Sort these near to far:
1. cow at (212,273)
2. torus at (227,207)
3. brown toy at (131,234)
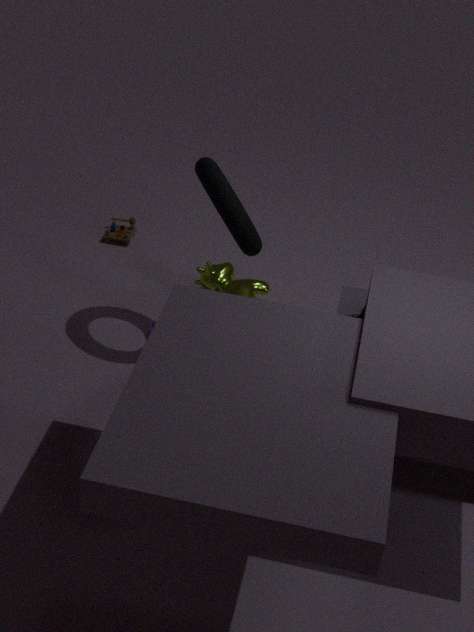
1. torus at (227,207)
2. cow at (212,273)
3. brown toy at (131,234)
